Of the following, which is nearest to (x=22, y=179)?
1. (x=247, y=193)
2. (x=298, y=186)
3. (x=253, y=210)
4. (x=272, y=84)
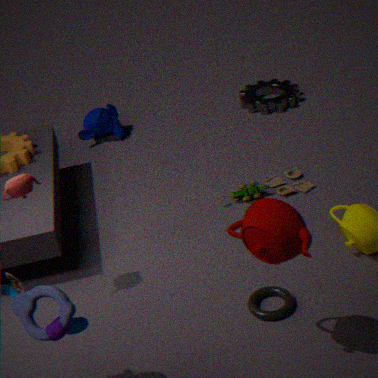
(x=253, y=210)
